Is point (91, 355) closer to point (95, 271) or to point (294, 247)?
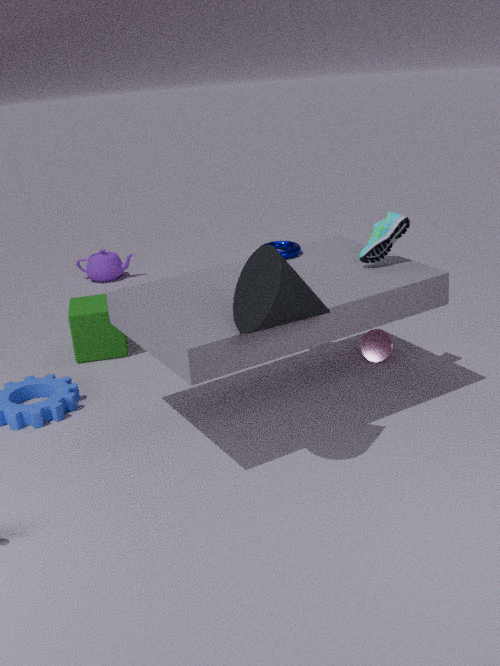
point (294, 247)
